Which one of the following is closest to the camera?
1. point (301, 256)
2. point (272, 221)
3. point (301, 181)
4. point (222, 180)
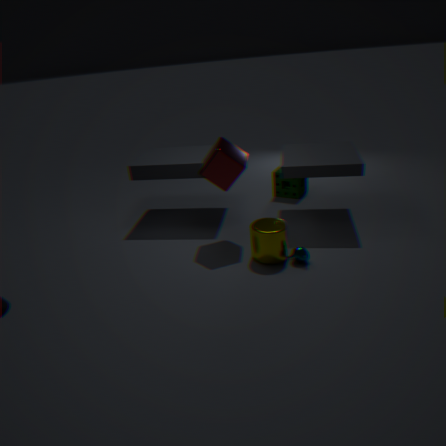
point (301, 256)
